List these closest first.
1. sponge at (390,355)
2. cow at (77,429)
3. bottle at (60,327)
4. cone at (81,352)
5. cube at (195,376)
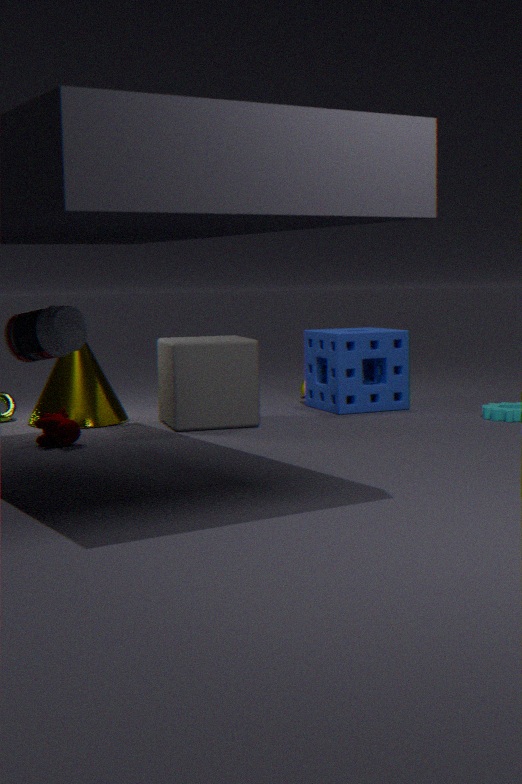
1. bottle at (60,327)
2. cow at (77,429)
3. cube at (195,376)
4. cone at (81,352)
5. sponge at (390,355)
